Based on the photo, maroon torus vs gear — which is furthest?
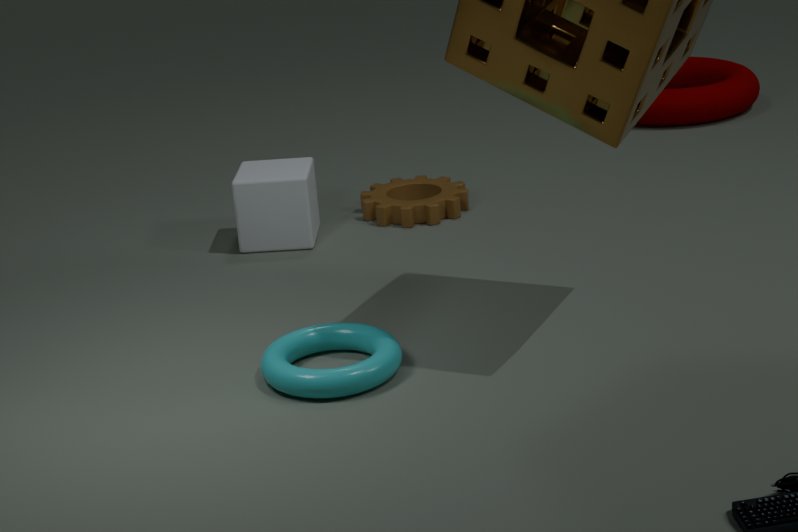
maroon torus
